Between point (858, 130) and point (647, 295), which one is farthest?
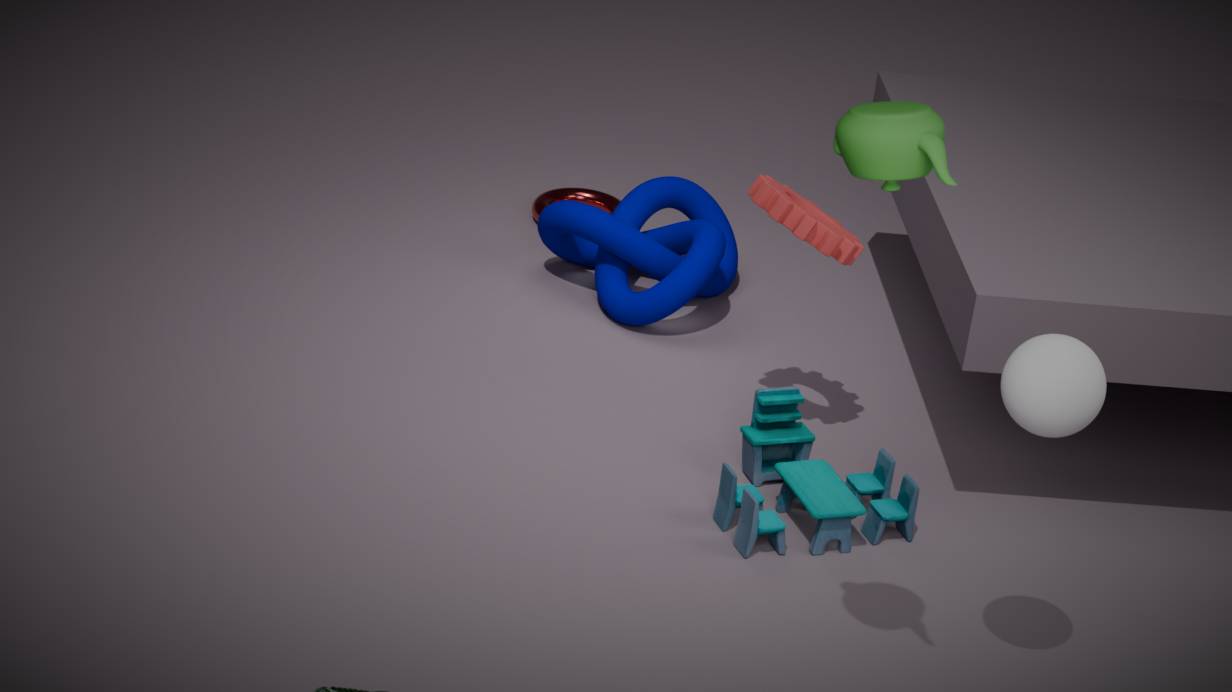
point (647, 295)
